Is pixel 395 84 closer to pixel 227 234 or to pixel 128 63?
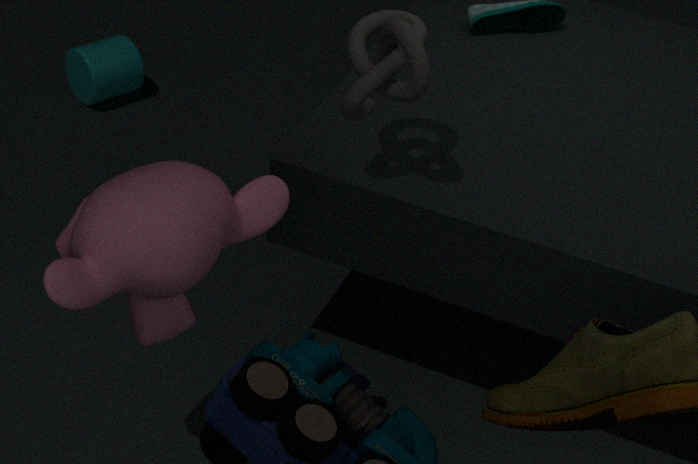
pixel 227 234
